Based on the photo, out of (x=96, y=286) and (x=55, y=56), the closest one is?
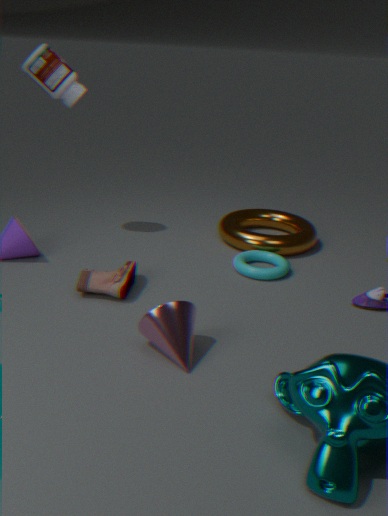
(x=96, y=286)
